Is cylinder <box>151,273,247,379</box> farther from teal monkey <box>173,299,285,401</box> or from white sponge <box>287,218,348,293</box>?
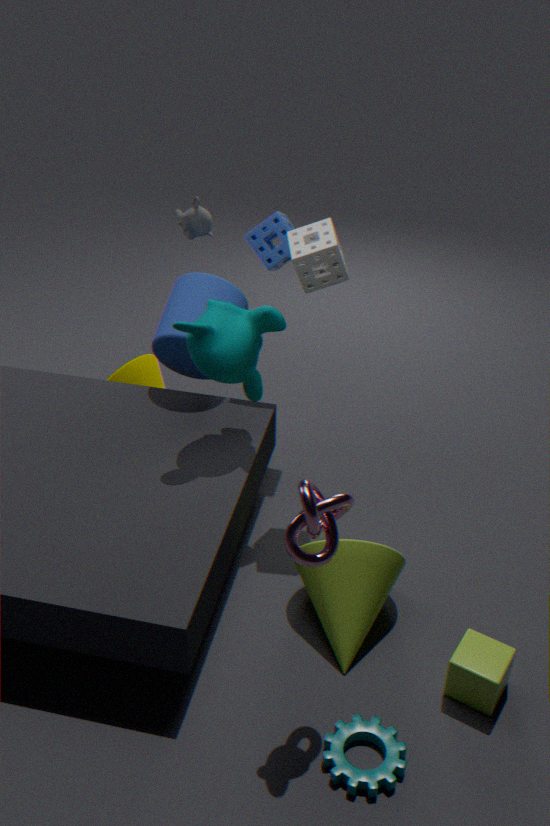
white sponge <box>287,218,348,293</box>
